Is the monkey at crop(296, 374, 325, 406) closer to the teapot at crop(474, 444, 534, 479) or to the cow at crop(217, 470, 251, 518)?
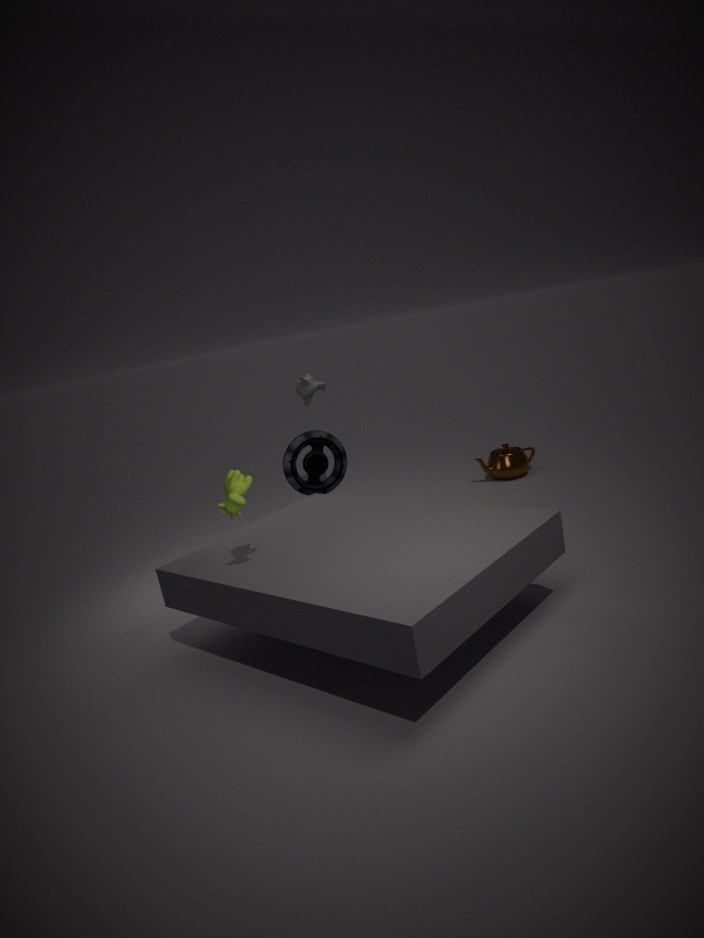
the teapot at crop(474, 444, 534, 479)
